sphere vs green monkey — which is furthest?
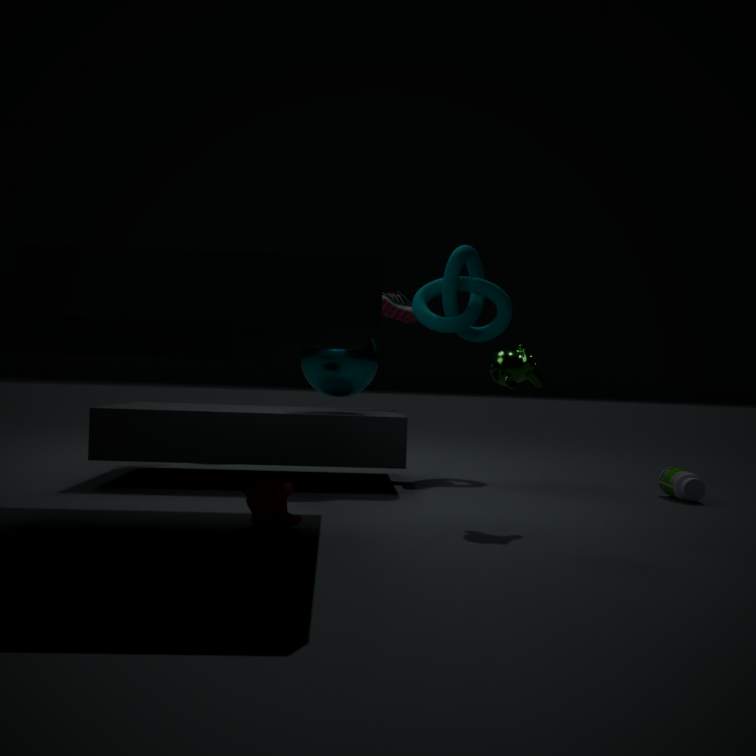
sphere
